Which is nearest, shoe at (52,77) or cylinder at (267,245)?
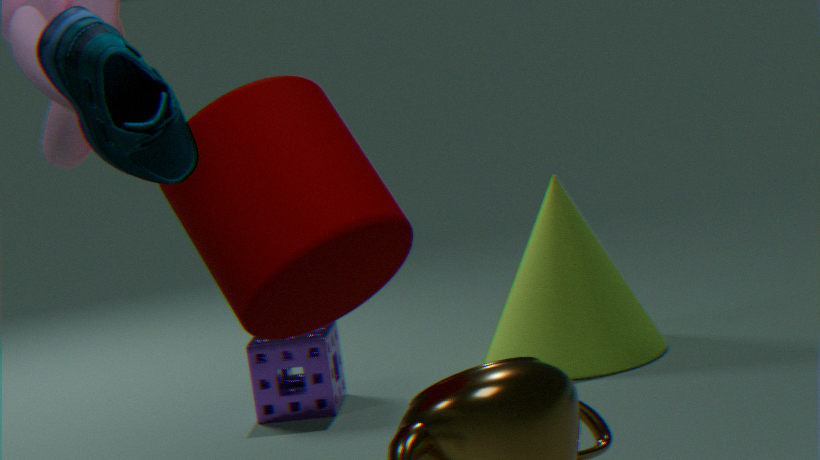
shoe at (52,77)
